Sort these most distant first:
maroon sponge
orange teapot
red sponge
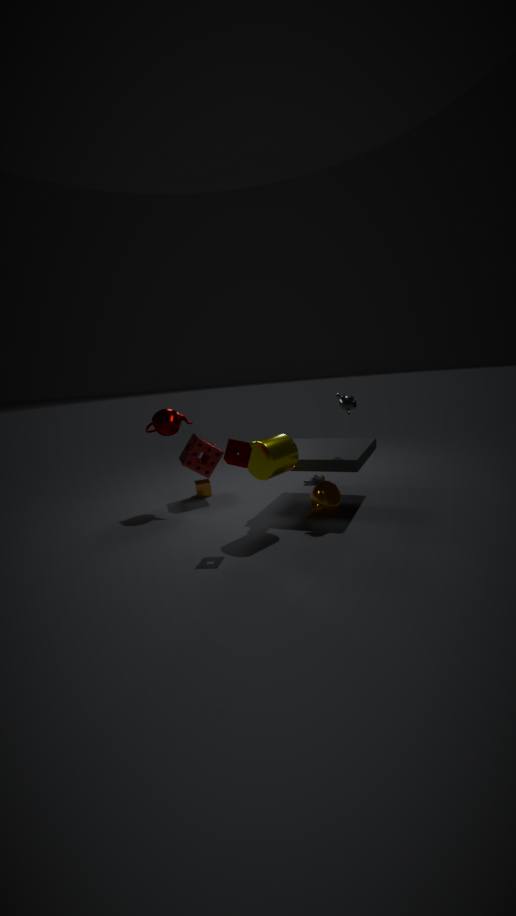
red sponge → orange teapot → maroon sponge
